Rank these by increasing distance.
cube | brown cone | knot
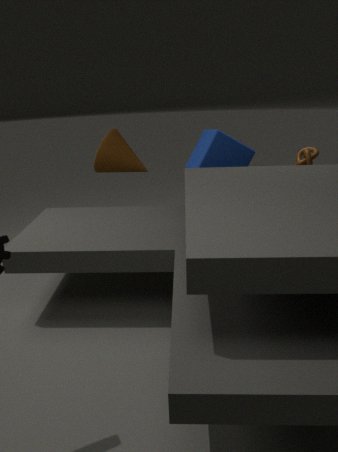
knot → cube → brown cone
